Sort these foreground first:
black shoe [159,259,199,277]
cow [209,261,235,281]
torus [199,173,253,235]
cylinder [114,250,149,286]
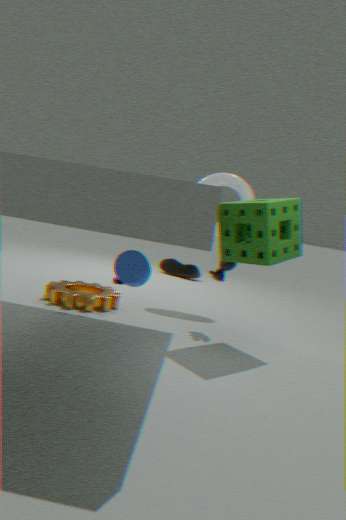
cylinder [114,250,149,286] → cow [209,261,235,281] → torus [199,173,253,235] → black shoe [159,259,199,277]
